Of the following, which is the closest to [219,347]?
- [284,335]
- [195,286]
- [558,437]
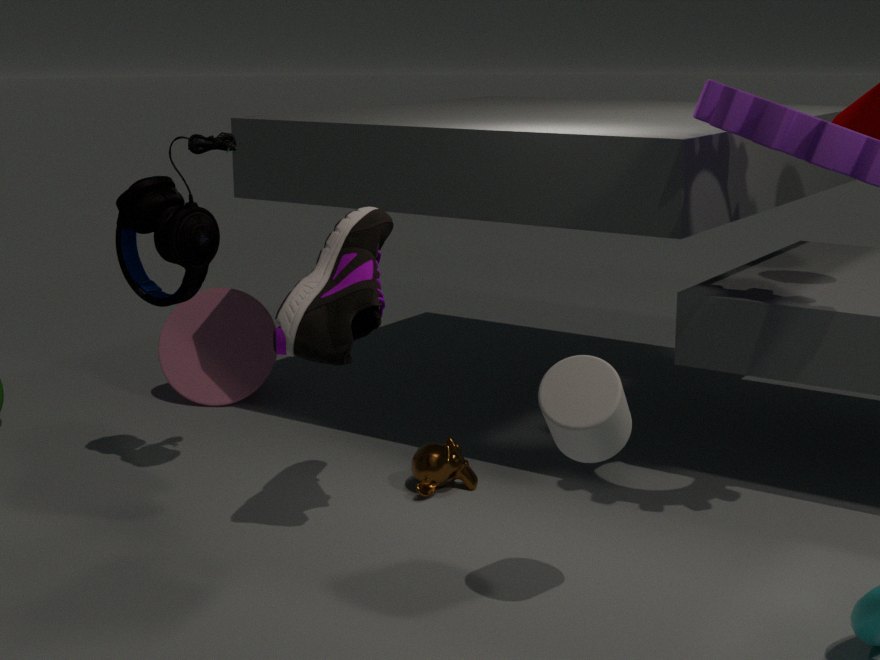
[195,286]
